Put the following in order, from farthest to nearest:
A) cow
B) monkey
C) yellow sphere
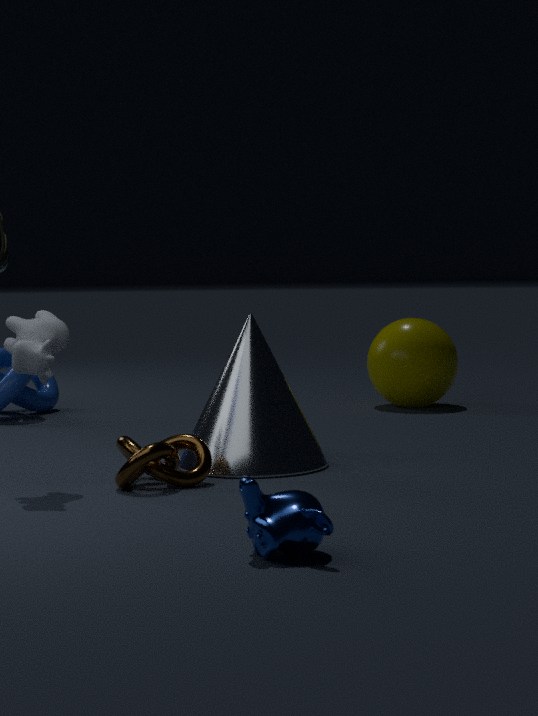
yellow sphere
cow
monkey
